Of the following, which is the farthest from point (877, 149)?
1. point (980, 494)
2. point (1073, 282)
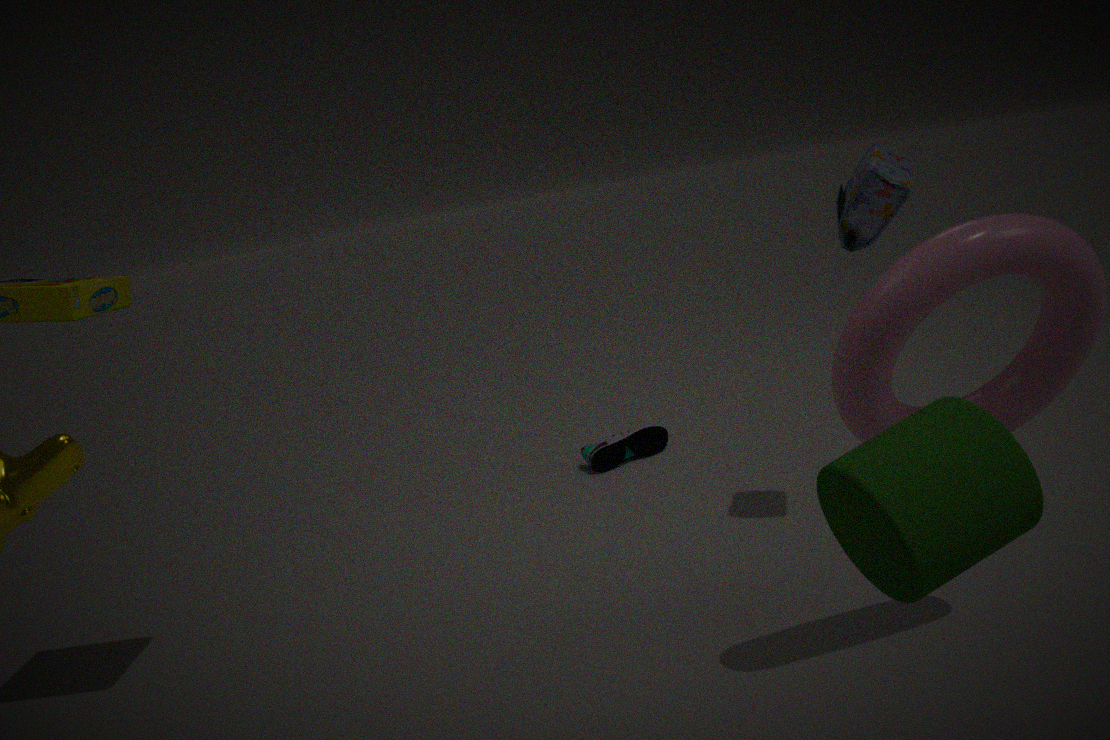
point (980, 494)
